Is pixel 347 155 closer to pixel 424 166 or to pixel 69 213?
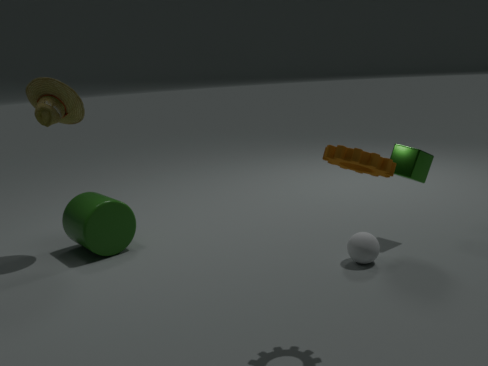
pixel 424 166
